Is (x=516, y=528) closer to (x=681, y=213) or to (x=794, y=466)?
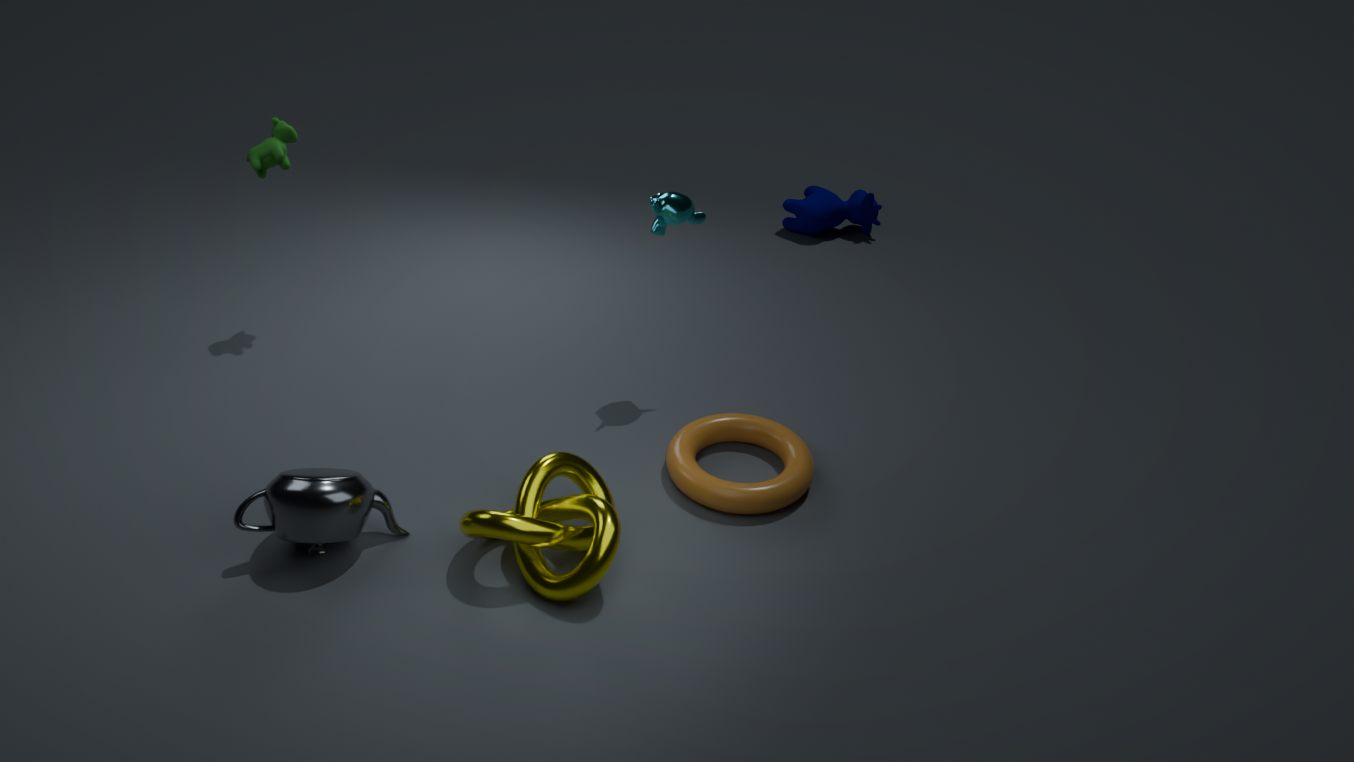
(x=794, y=466)
